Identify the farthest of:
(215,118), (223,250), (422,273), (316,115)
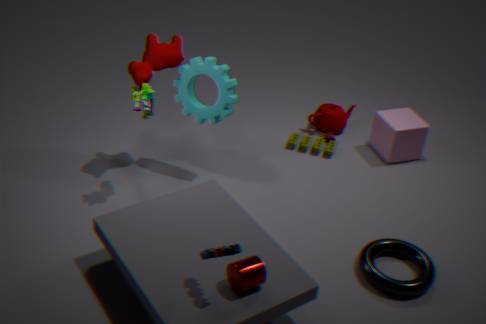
(316,115)
